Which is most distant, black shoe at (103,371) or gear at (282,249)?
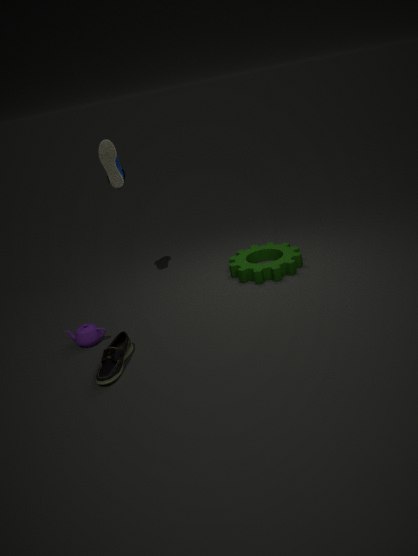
gear at (282,249)
